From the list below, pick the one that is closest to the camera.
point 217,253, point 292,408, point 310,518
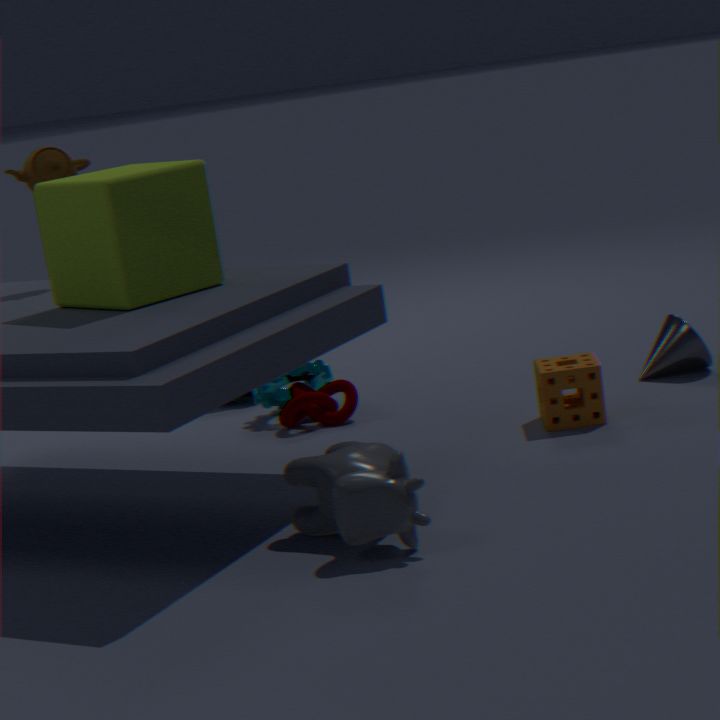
point 310,518
